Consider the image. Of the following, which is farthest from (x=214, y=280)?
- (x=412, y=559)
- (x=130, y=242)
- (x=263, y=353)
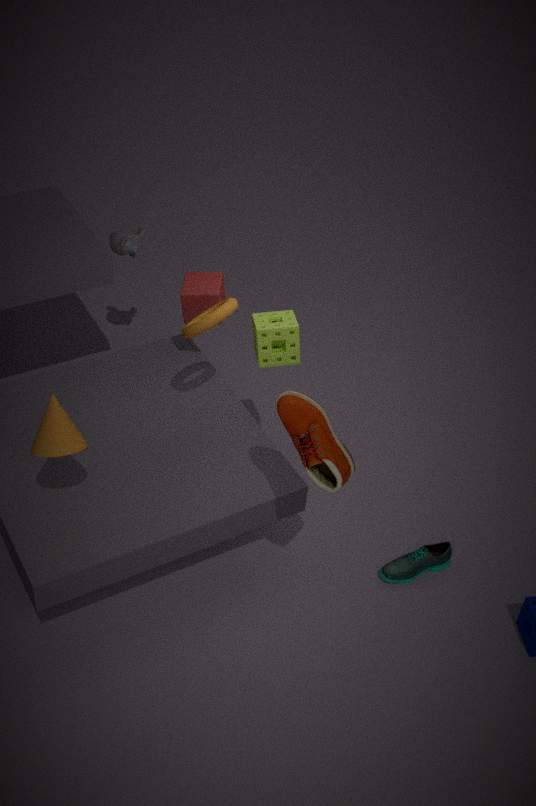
(x=412, y=559)
